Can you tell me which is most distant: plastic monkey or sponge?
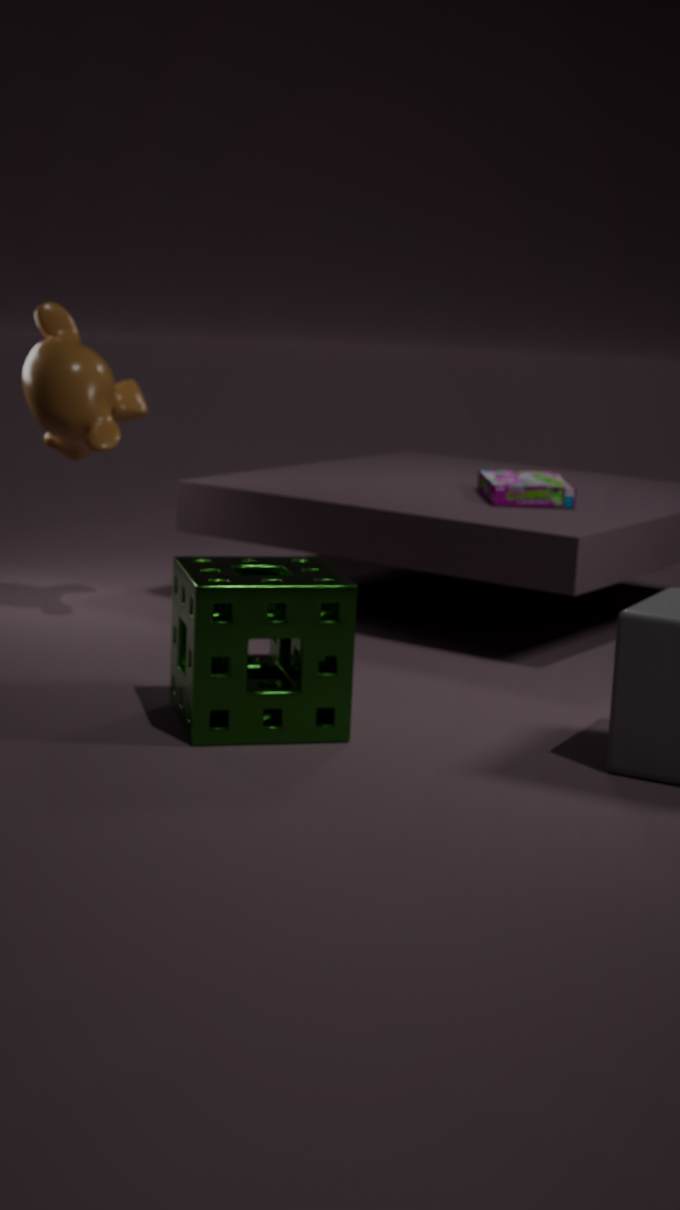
plastic monkey
